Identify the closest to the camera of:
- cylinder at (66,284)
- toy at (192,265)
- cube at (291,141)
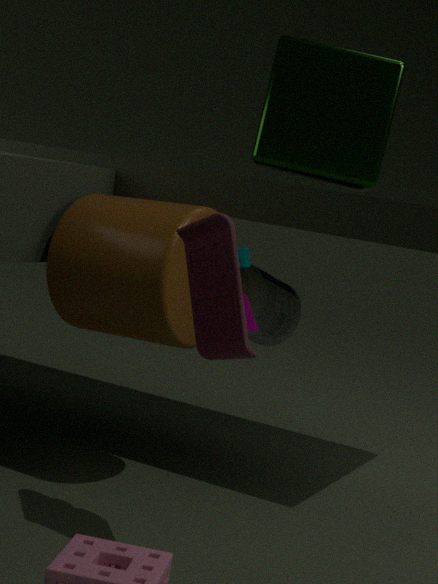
toy at (192,265)
